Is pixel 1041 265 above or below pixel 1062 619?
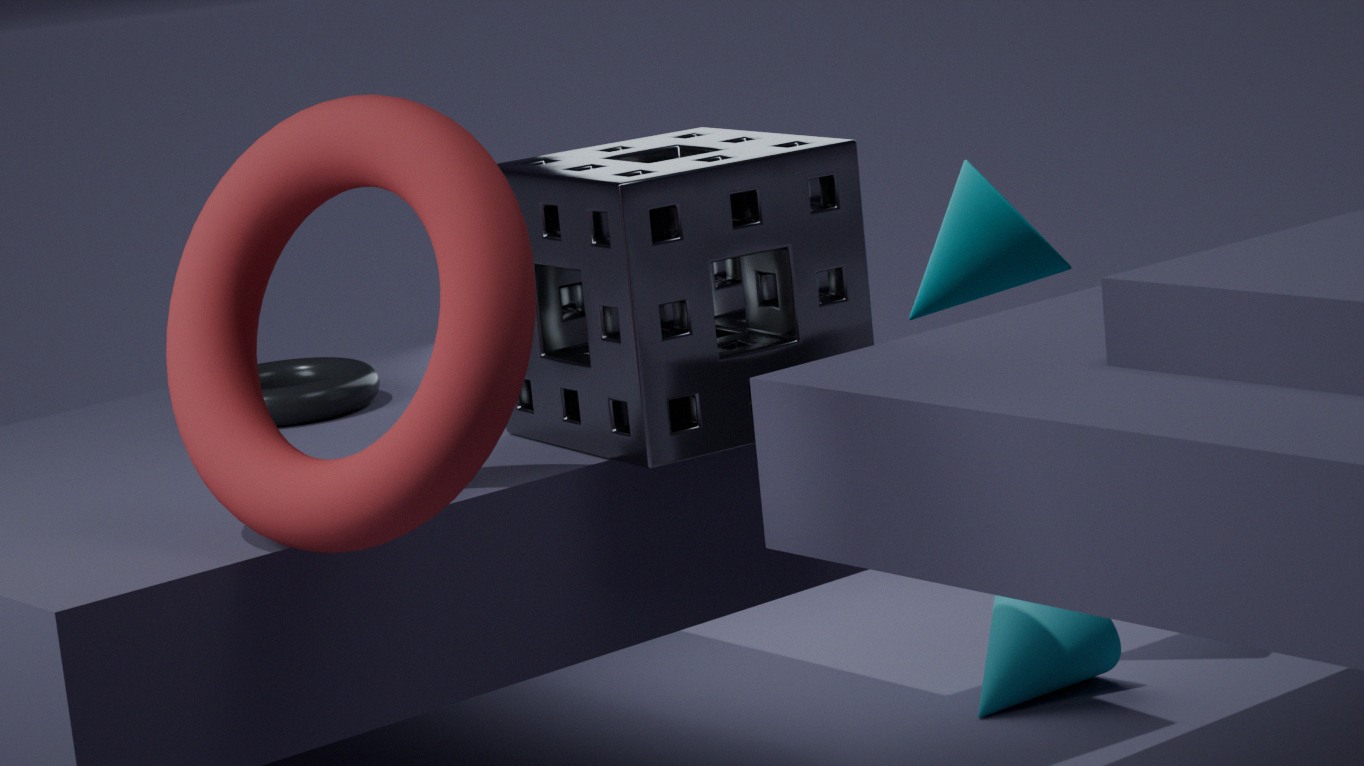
above
